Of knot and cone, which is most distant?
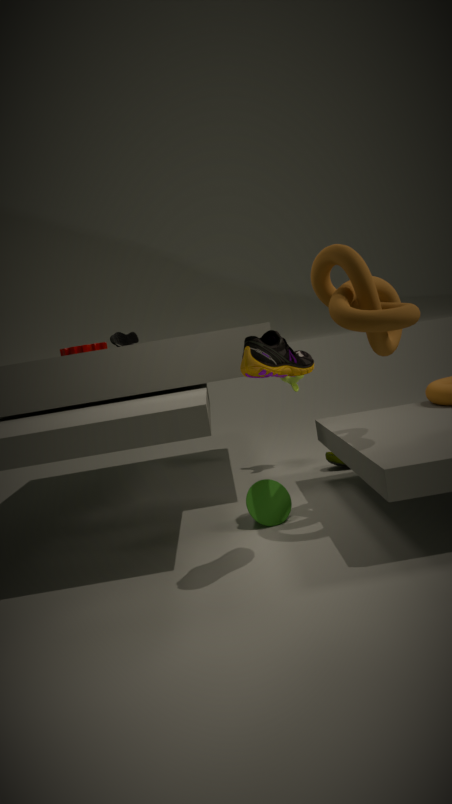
cone
